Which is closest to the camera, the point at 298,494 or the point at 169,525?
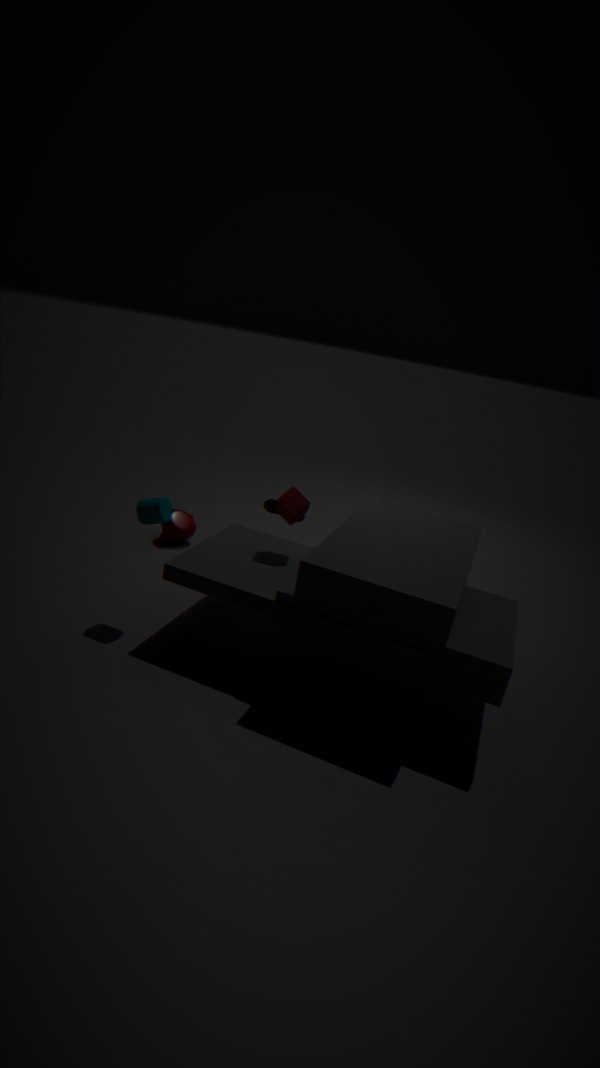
the point at 298,494
